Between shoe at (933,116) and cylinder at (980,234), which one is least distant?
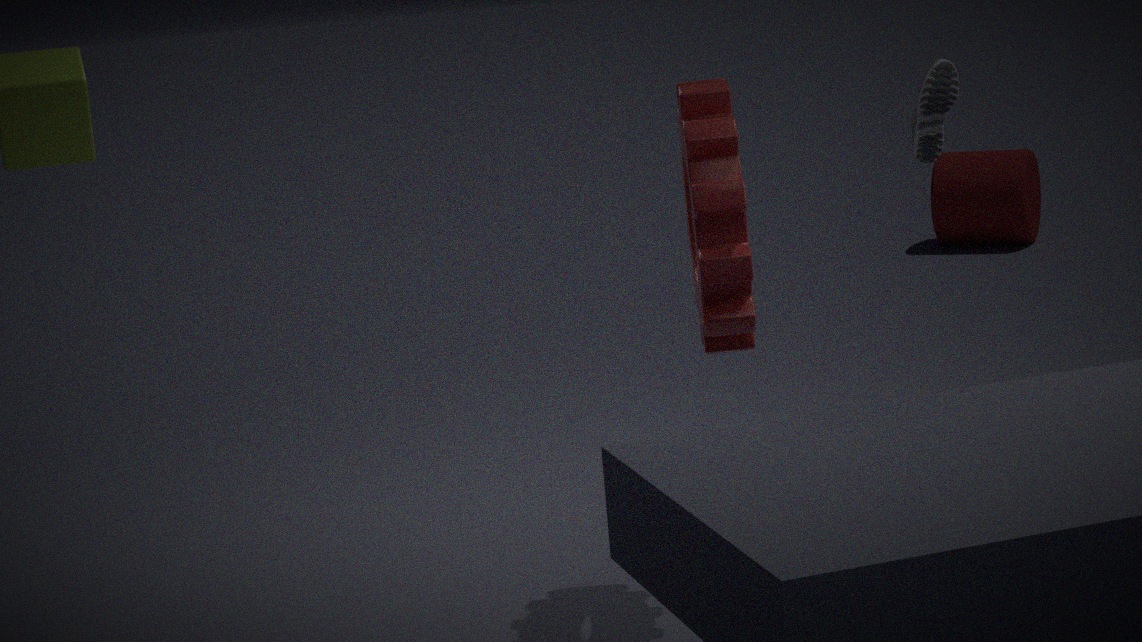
shoe at (933,116)
